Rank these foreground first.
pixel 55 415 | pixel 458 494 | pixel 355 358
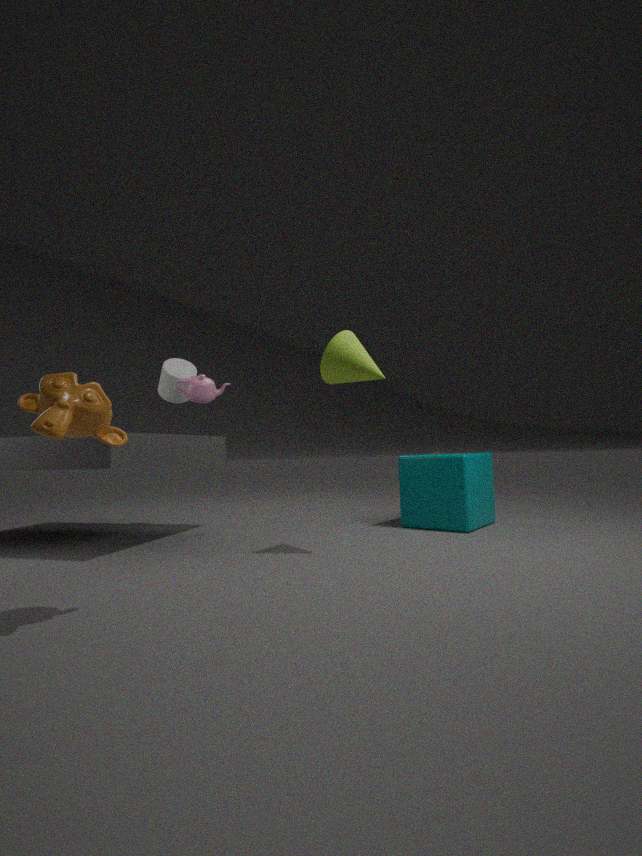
pixel 55 415, pixel 355 358, pixel 458 494
